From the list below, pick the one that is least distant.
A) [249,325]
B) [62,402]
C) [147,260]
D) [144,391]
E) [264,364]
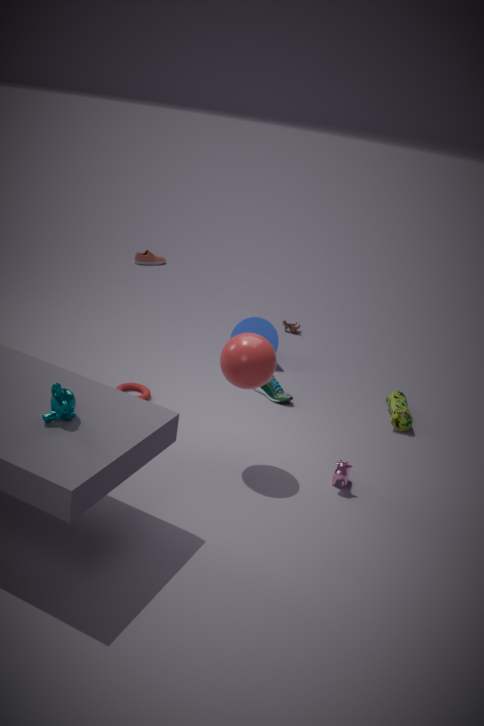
[62,402]
